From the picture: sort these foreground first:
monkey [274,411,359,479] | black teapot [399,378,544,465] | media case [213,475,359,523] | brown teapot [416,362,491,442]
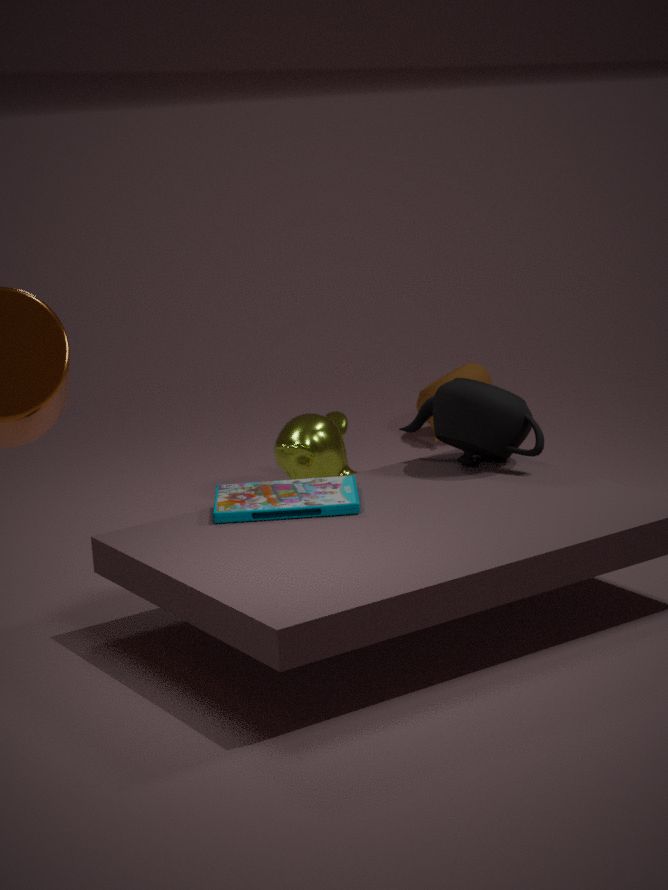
media case [213,475,359,523], black teapot [399,378,544,465], monkey [274,411,359,479], brown teapot [416,362,491,442]
